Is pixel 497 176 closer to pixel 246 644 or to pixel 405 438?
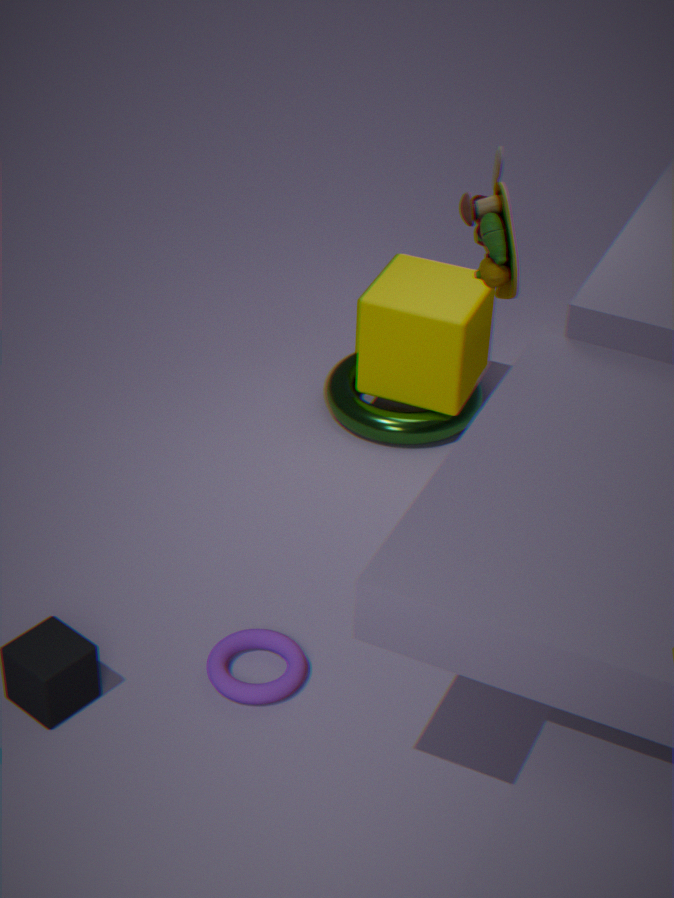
pixel 405 438
